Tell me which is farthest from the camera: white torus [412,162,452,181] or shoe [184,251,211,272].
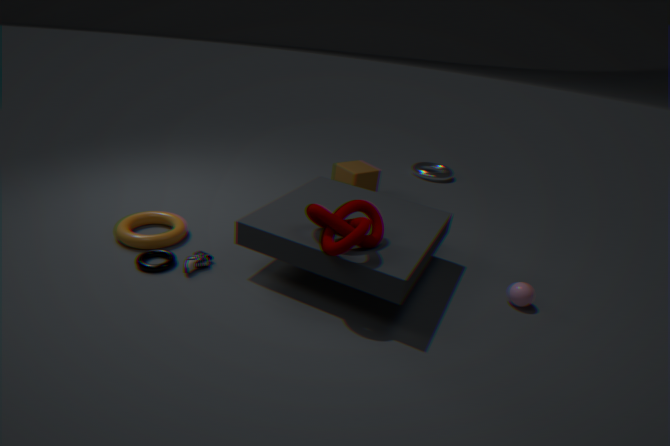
white torus [412,162,452,181]
